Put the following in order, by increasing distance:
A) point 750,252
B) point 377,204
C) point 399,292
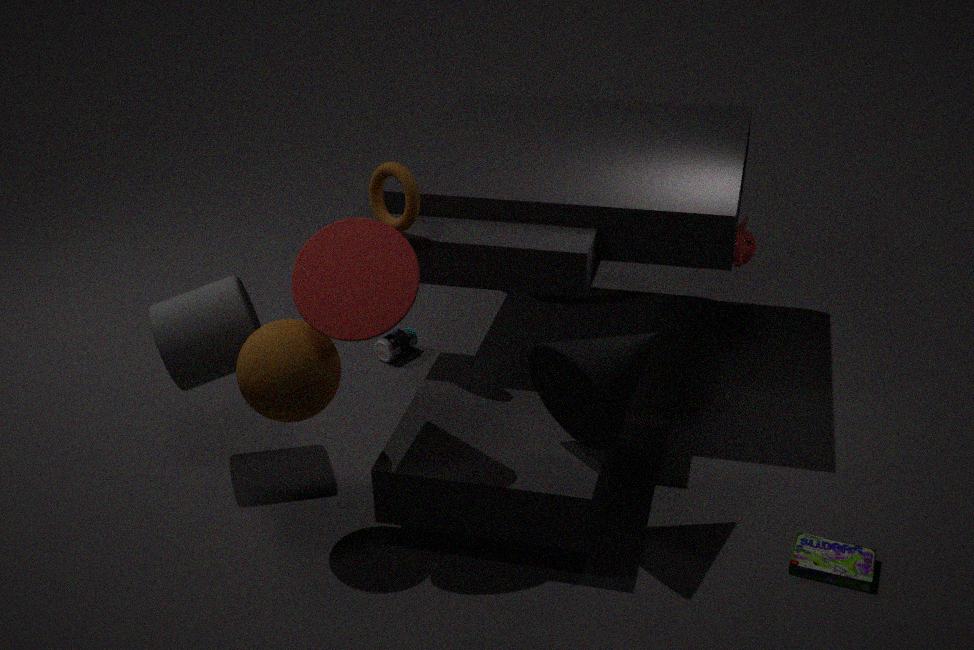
1. point 399,292
2. point 377,204
3. point 750,252
